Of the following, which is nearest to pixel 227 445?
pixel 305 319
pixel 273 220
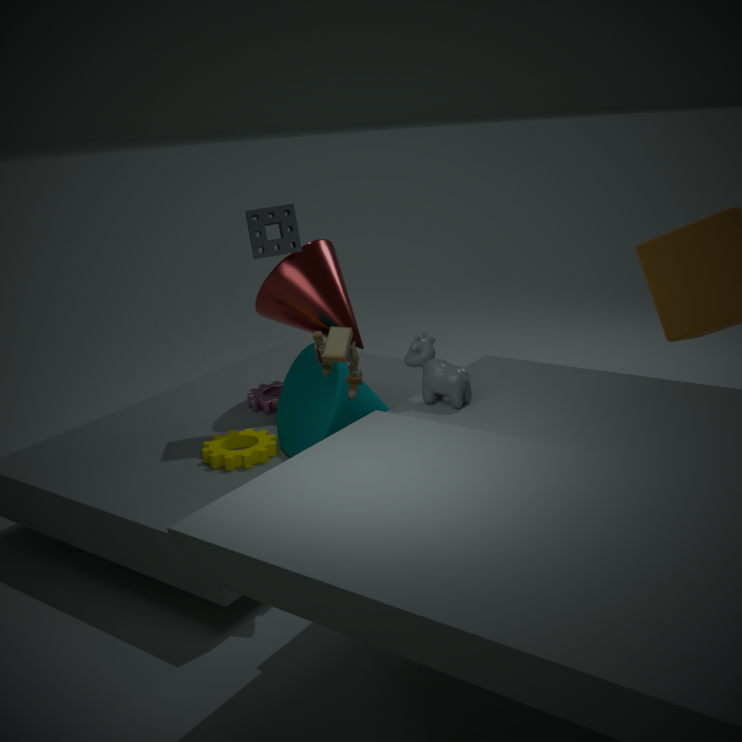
pixel 305 319
